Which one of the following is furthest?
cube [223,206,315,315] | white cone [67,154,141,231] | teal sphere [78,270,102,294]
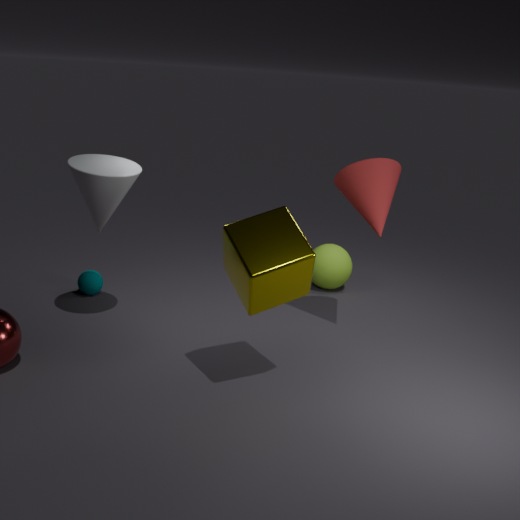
teal sphere [78,270,102,294]
